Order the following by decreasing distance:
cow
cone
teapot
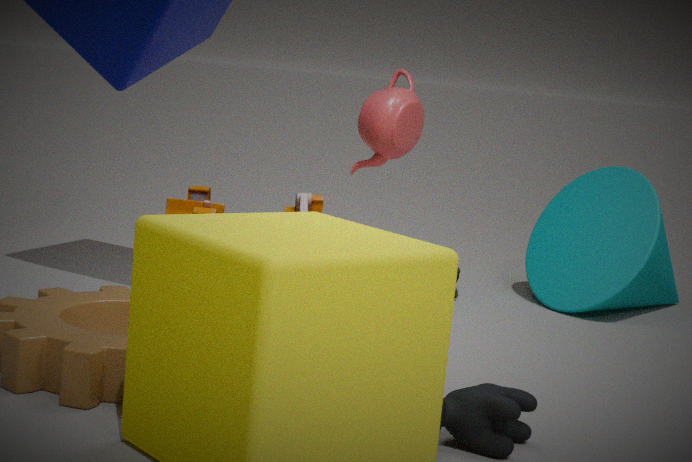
cone, teapot, cow
